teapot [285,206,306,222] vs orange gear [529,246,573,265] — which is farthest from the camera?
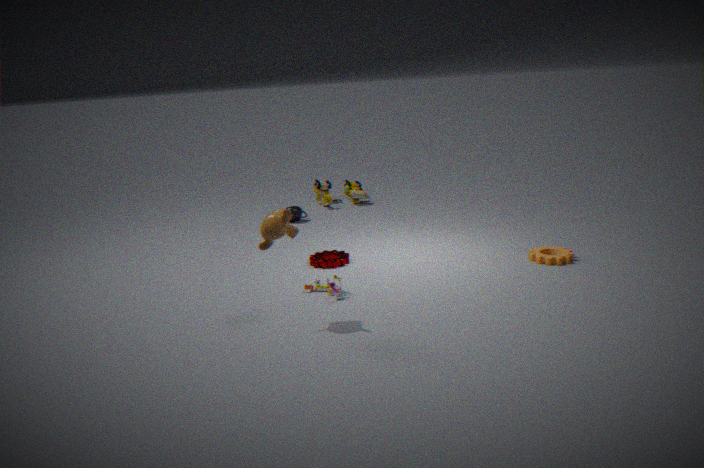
teapot [285,206,306,222]
